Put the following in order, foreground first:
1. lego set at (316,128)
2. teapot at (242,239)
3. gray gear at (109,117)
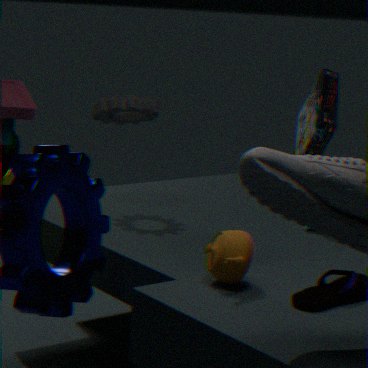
teapot at (242,239) < gray gear at (109,117) < lego set at (316,128)
